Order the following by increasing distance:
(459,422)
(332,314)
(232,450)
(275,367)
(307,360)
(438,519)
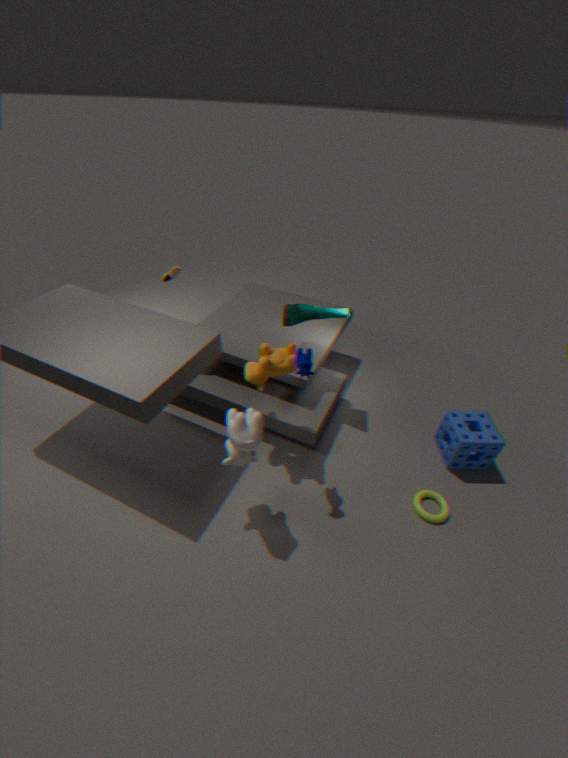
(307,360) < (232,450) < (275,367) < (438,519) < (459,422) < (332,314)
